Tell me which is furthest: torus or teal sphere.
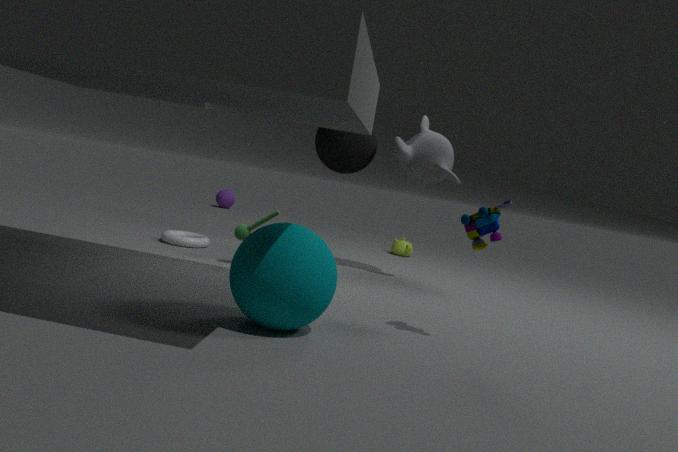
torus
